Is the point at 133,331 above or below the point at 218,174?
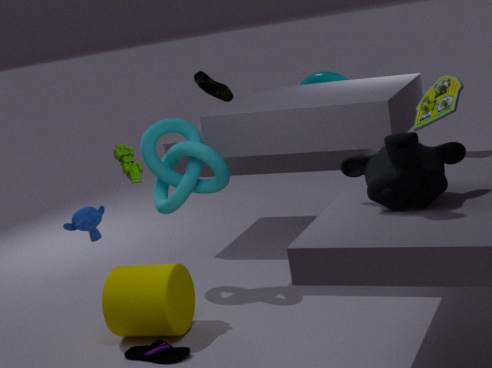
below
